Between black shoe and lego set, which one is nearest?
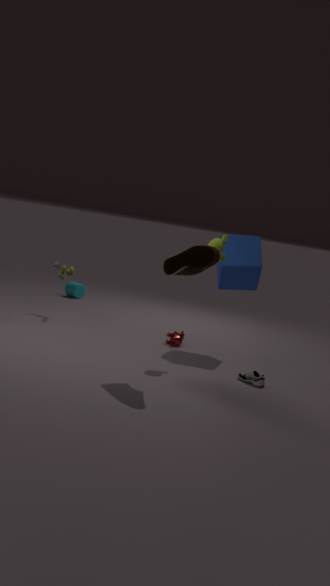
black shoe
